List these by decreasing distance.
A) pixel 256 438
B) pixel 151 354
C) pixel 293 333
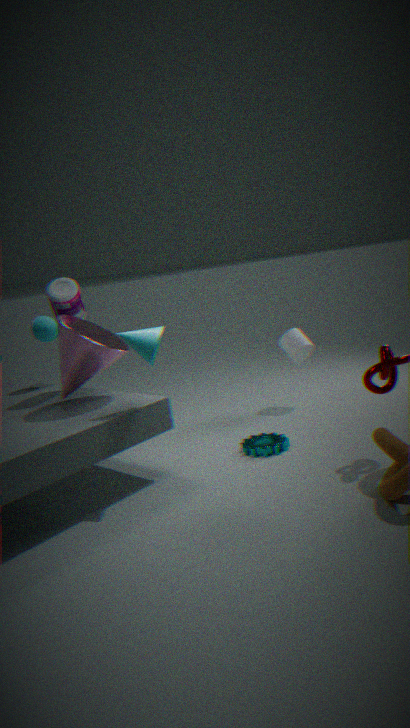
pixel 293 333
pixel 256 438
pixel 151 354
